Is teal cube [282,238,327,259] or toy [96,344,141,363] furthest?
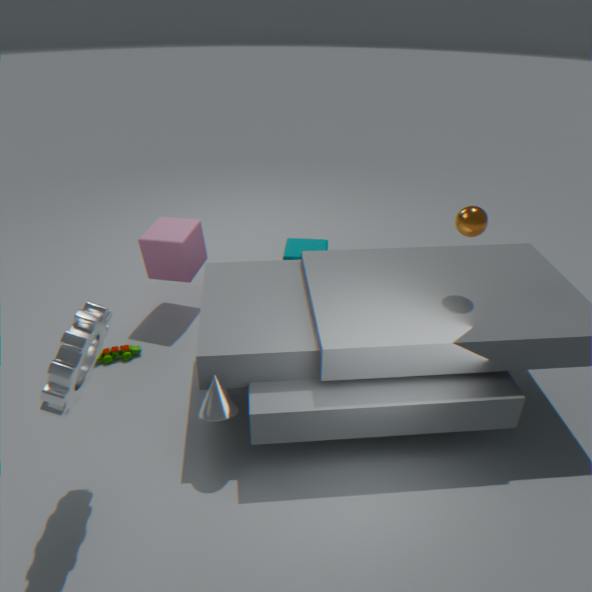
teal cube [282,238,327,259]
